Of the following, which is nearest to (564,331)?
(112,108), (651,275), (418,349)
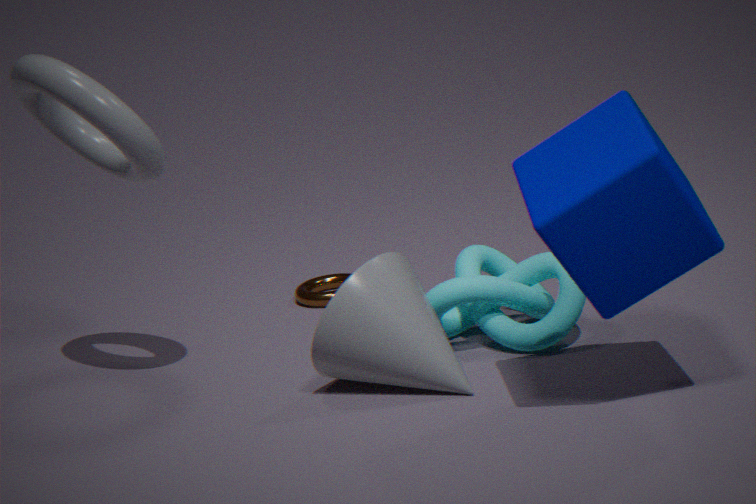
(418,349)
